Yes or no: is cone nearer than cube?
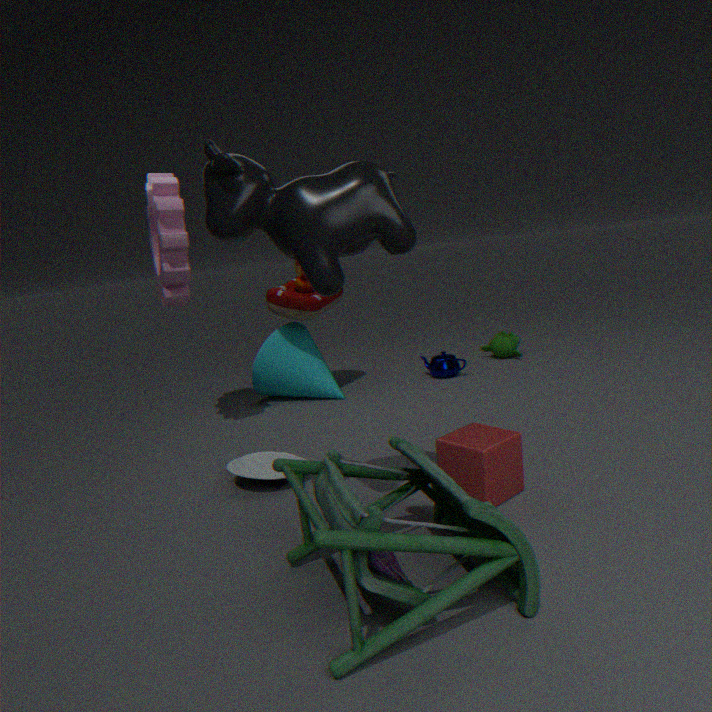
No
